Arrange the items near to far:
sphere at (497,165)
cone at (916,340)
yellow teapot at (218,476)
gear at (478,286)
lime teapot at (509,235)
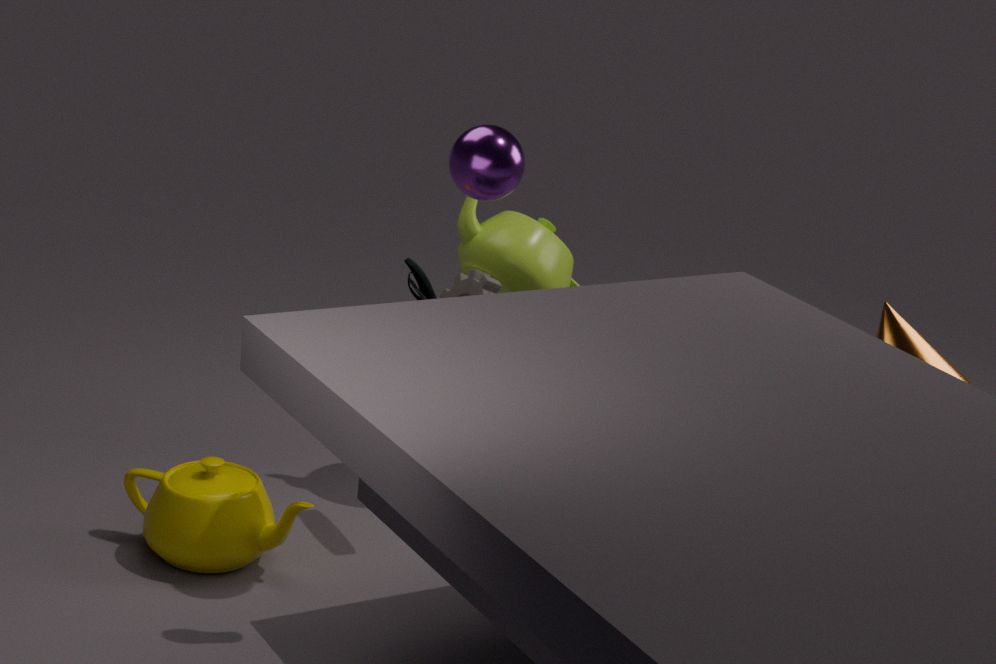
cone at (916,340), sphere at (497,165), yellow teapot at (218,476), gear at (478,286), lime teapot at (509,235)
